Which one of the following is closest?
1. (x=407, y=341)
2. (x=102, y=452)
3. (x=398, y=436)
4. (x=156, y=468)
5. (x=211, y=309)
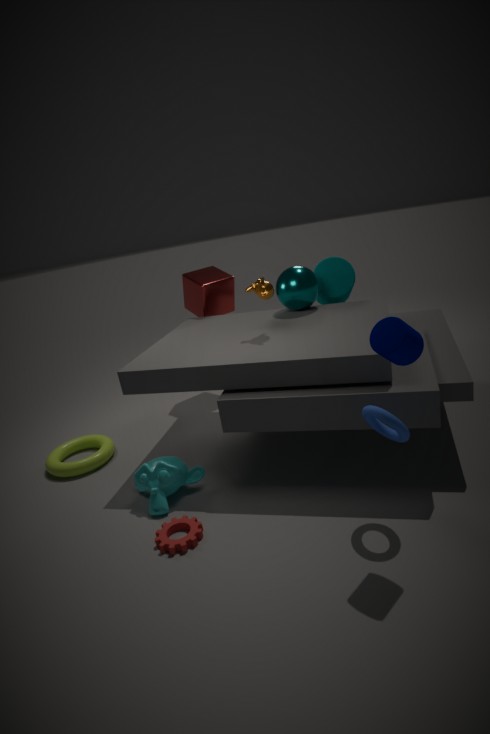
(x=407, y=341)
